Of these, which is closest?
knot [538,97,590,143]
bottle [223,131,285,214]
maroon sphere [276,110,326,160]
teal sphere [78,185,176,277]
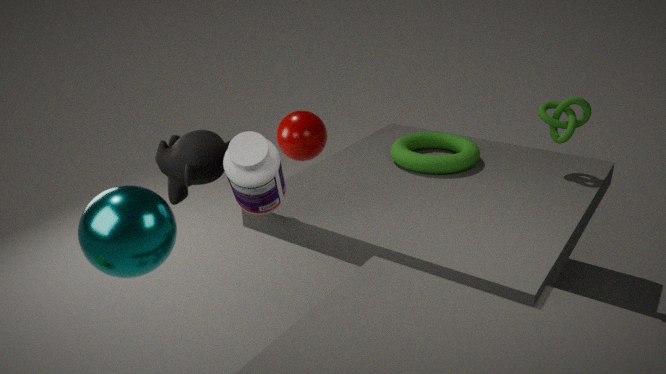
teal sphere [78,185,176,277]
